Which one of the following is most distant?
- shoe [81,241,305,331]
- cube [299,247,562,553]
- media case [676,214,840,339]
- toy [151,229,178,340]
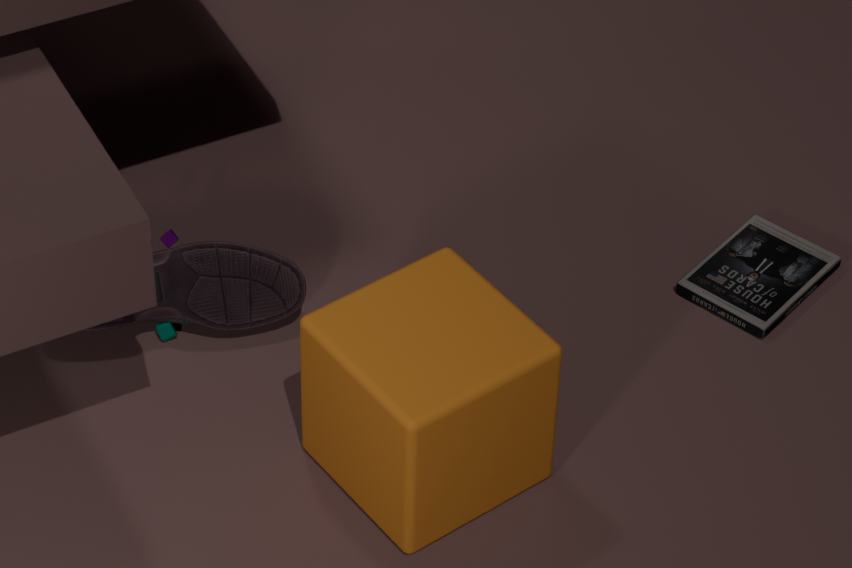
media case [676,214,840,339]
